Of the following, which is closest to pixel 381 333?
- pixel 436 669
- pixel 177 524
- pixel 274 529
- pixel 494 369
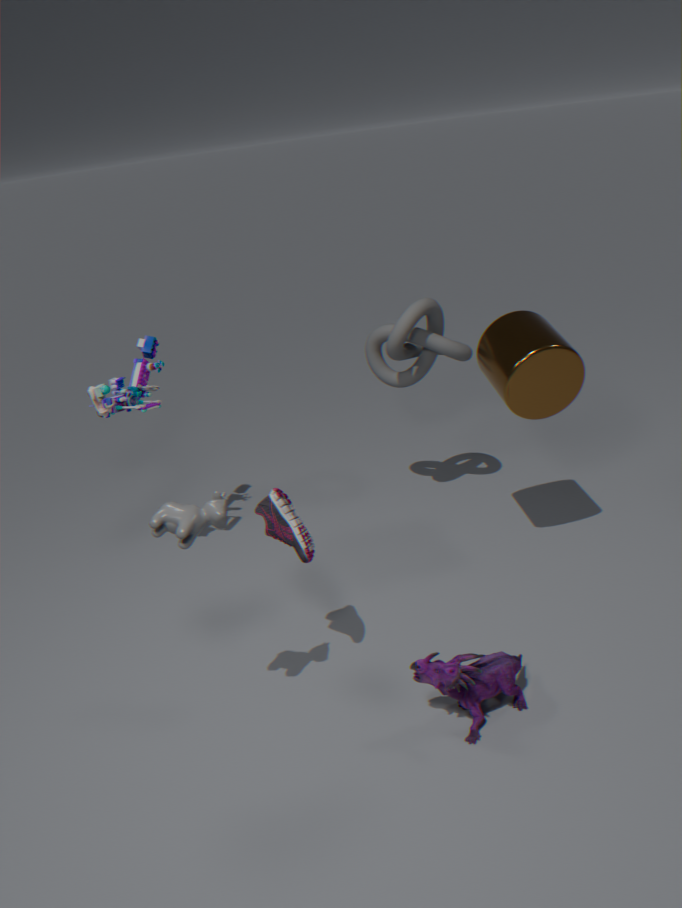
pixel 494 369
